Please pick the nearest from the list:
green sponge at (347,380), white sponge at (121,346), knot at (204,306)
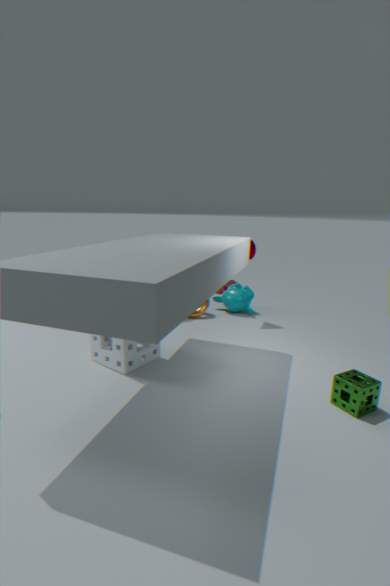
green sponge at (347,380)
